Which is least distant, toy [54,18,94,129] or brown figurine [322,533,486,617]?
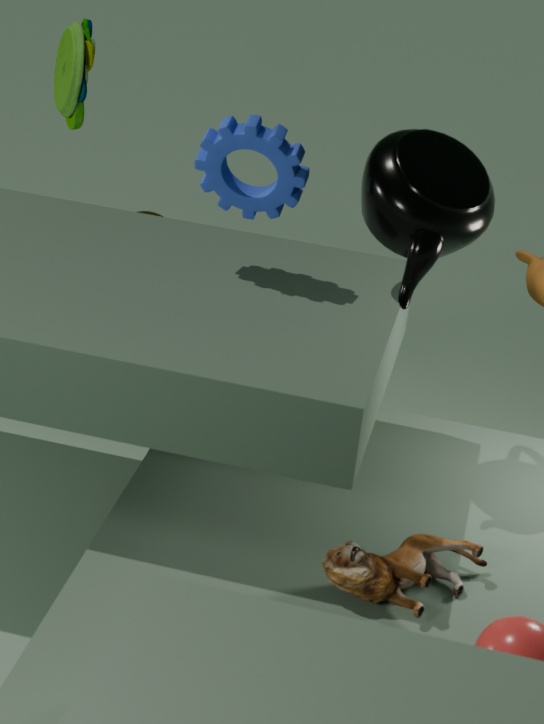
brown figurine [322,533,486,617]
